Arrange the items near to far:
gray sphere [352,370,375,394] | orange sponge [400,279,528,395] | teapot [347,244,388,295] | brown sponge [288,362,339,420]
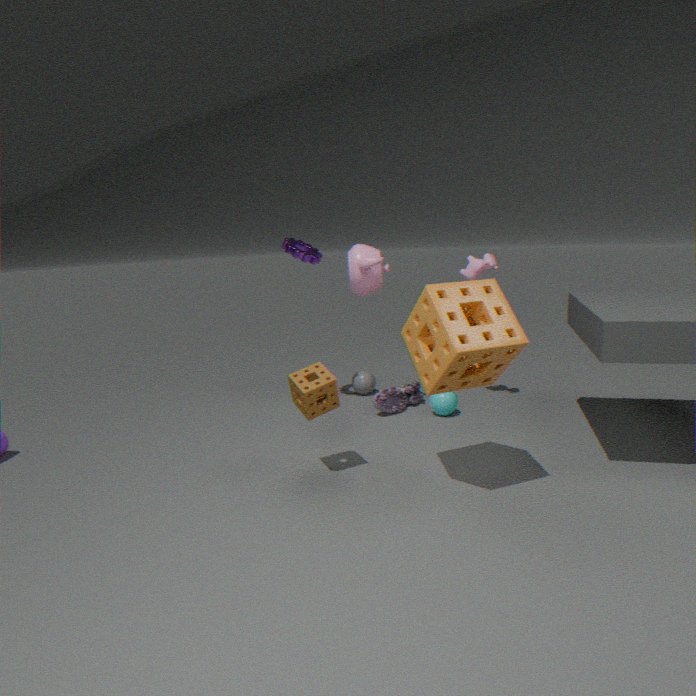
1. orange sponge [400,279,528,395]
2. brown sponge [288,362,339,420]
3. teapot [347,244,388,295]
4. gray sphere [352,370,375,394]
